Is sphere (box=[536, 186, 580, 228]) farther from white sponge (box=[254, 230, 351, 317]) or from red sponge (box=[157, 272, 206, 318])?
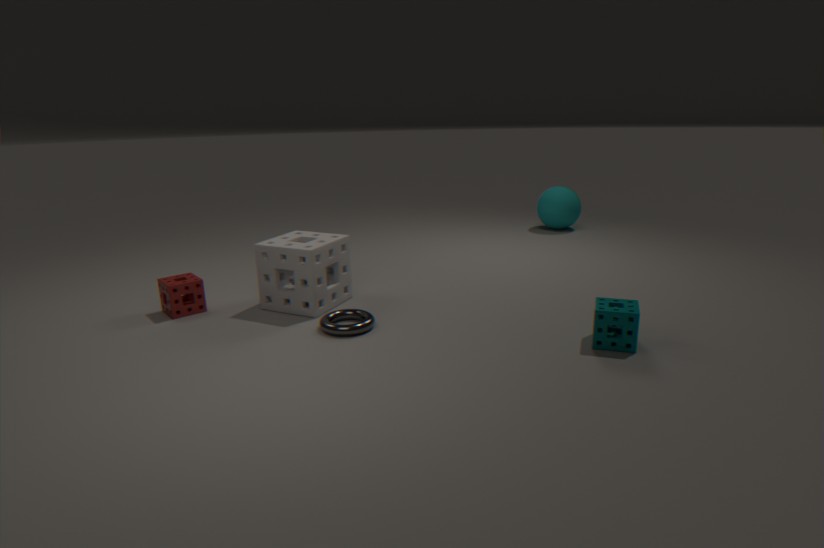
red sponge (box=[157, 272, 206, 318])
